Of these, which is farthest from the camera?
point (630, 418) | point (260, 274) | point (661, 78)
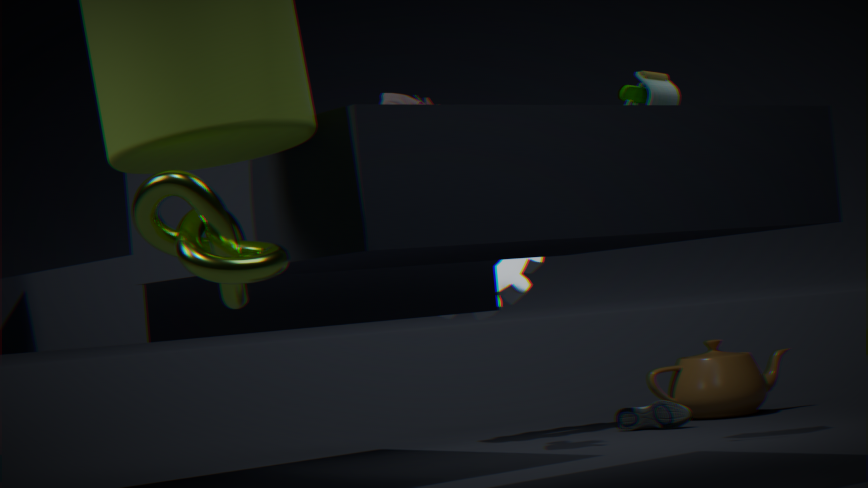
point (630, 418)
